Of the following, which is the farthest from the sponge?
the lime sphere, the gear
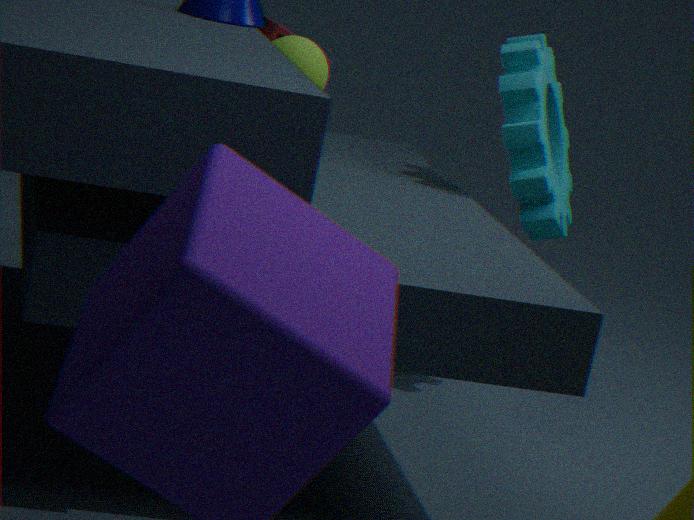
the gear
